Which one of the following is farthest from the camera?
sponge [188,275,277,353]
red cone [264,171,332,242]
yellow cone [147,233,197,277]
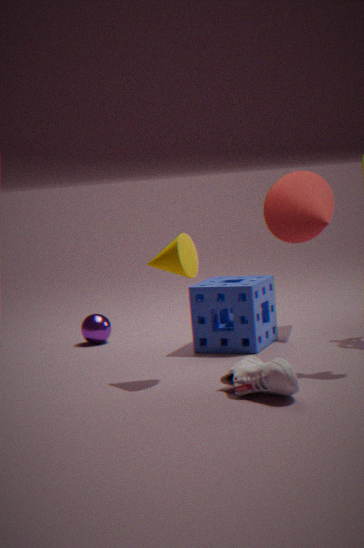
red cone [264,171,332,242]
